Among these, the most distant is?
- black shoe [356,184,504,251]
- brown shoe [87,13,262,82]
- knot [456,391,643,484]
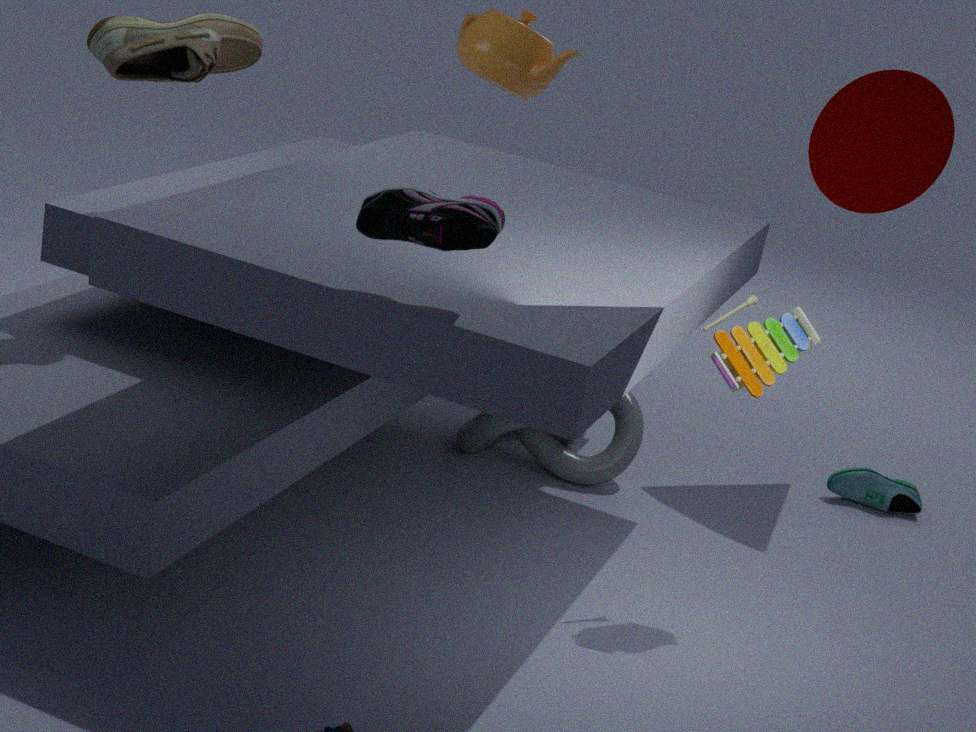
knot [456,391,643,484]
